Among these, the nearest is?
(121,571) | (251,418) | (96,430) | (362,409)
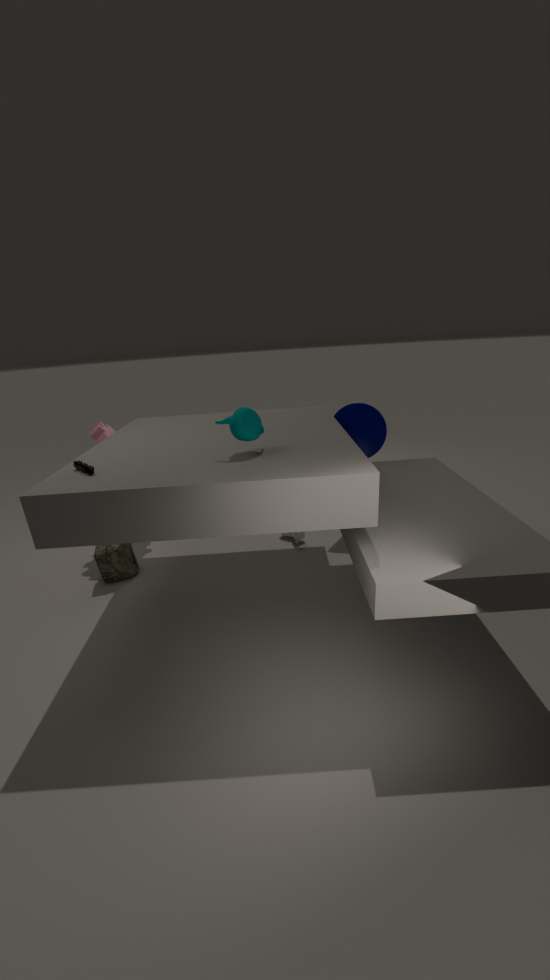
(251,418)
